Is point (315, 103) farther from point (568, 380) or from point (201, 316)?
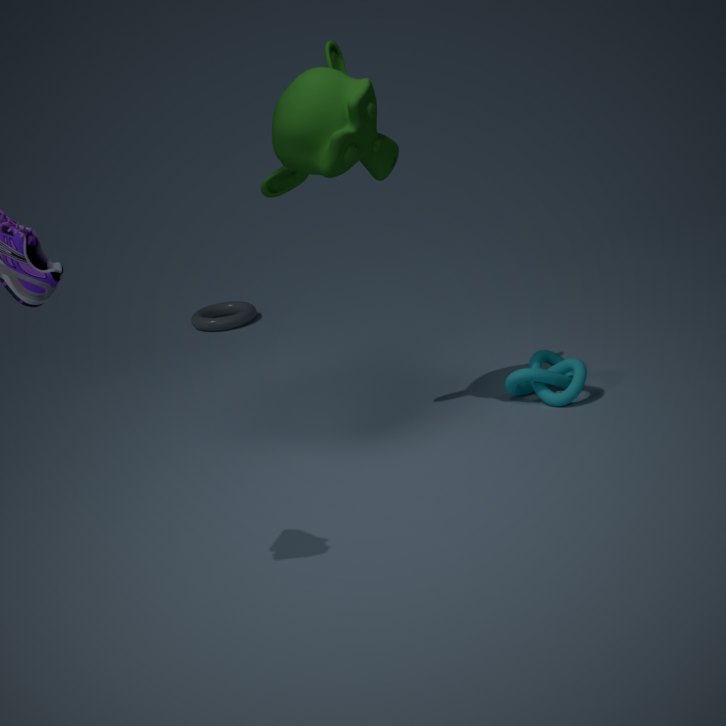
point (201, 316)
